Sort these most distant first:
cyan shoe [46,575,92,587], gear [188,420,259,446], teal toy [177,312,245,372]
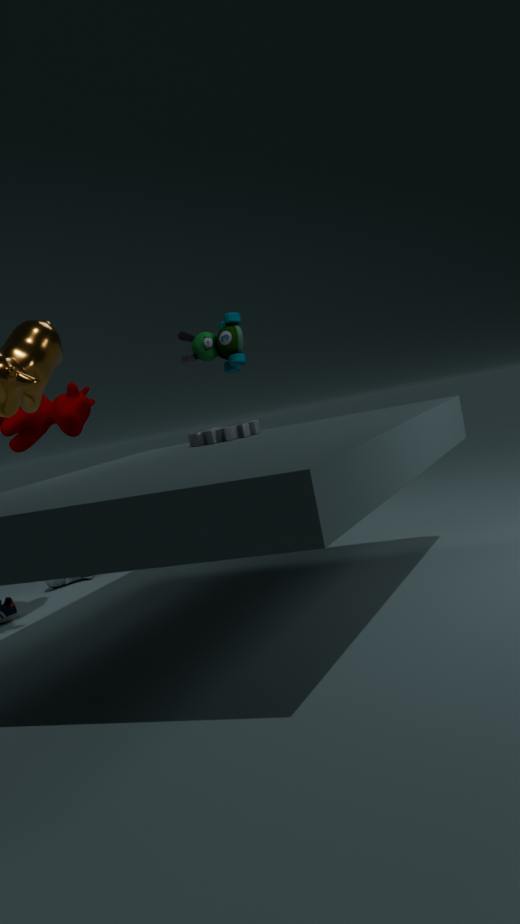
teal toy [177,312,245,372] < cyan shoe [46,575,92,587] < gear [188,420,259,446]
